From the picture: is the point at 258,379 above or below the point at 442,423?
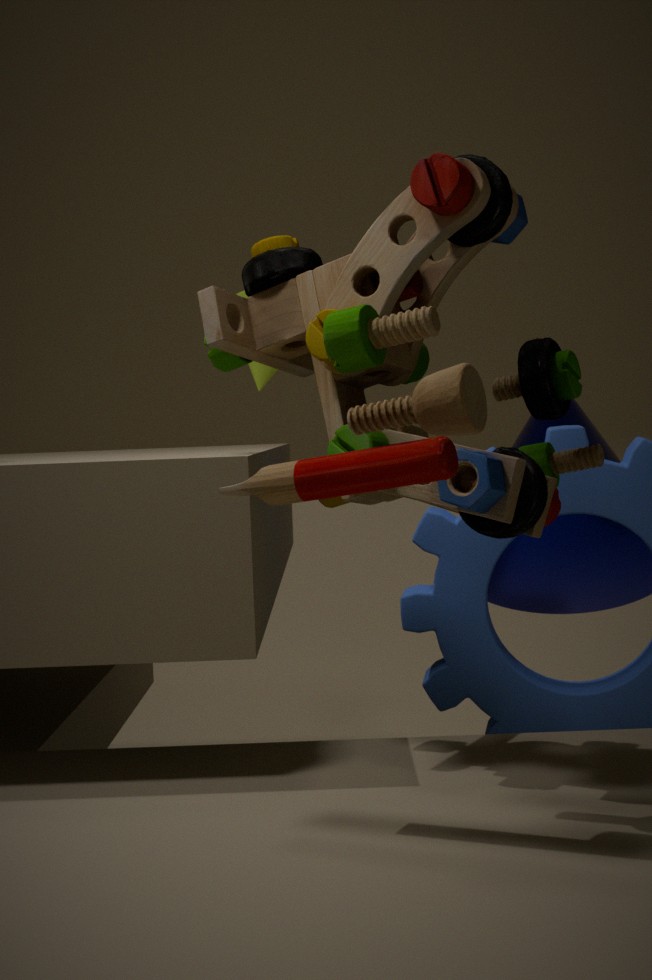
above
